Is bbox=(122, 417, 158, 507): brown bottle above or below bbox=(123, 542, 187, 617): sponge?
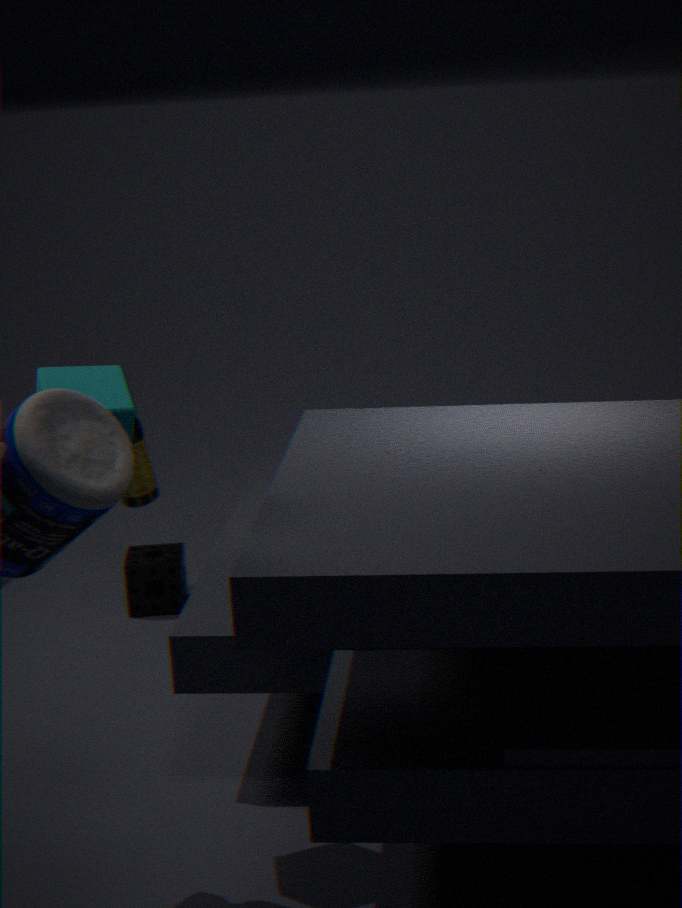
above
